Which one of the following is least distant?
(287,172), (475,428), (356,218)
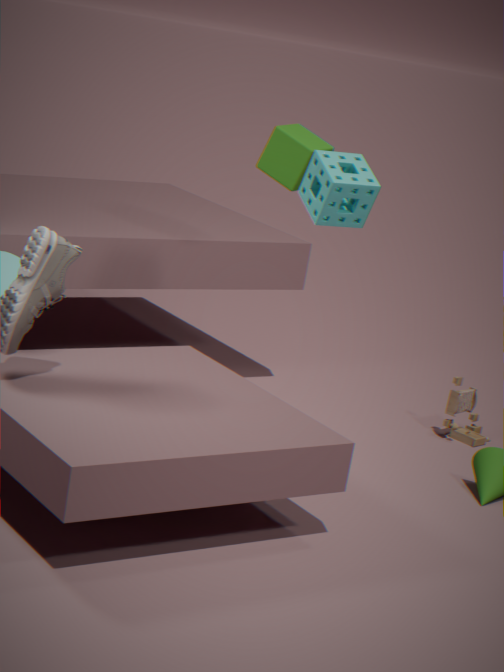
(356,218)
